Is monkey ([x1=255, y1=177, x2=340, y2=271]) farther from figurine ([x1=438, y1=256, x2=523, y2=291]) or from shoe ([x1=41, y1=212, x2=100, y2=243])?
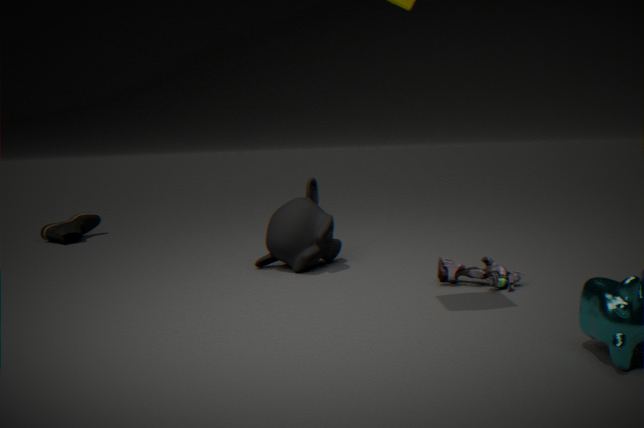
shoe ([x1=41, y1=212, x2=100, y2=243])
